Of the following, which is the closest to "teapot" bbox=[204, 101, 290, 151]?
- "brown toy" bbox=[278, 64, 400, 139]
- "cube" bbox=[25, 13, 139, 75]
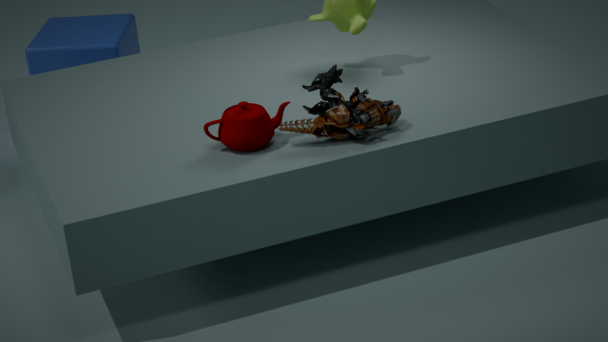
"brown toy" bbox=[278, 64, 400, 139]
